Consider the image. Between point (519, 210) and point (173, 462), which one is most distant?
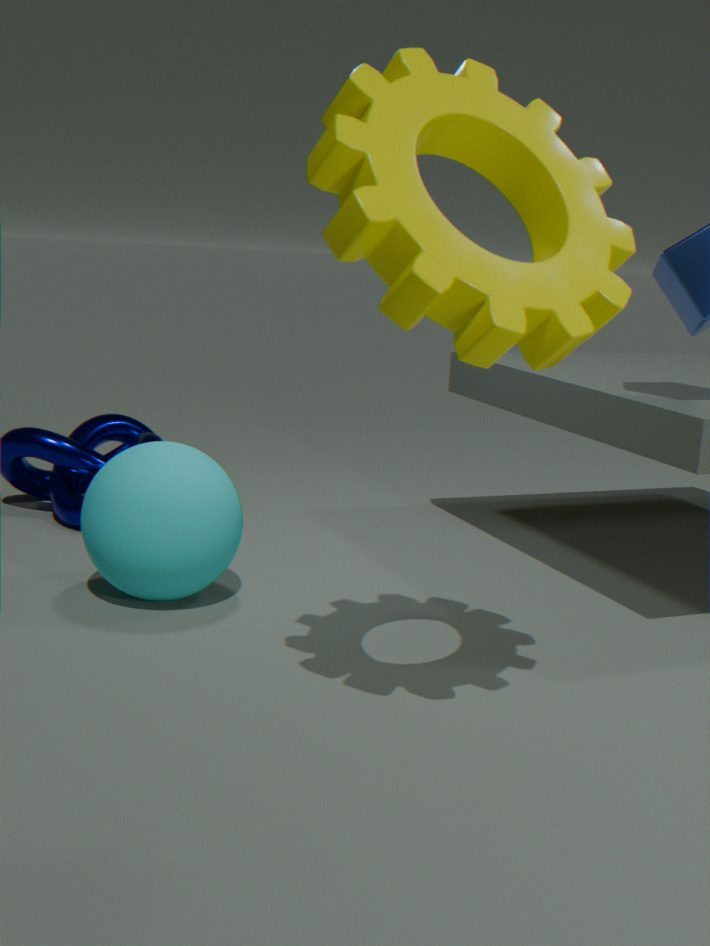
point (173, 462)
